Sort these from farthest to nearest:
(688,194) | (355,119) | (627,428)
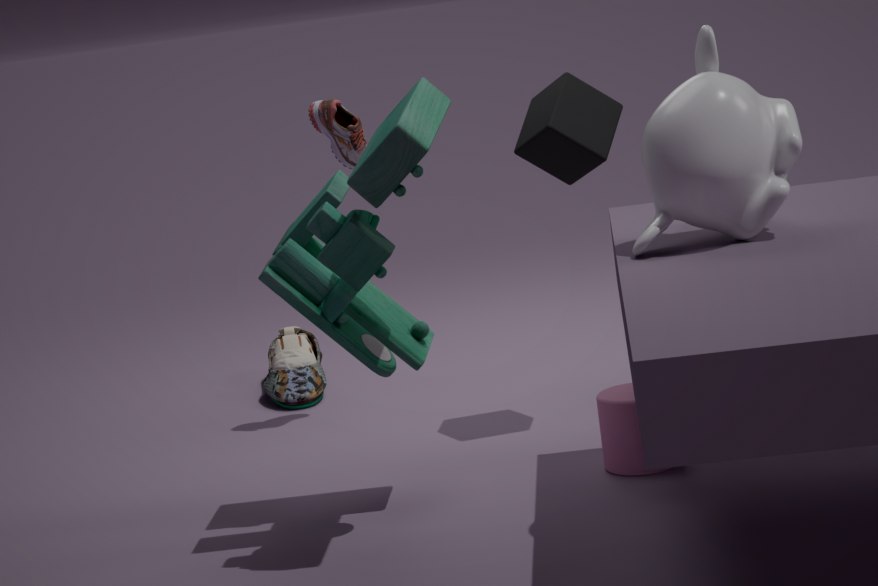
(355,119), (627,428), (688,194)
